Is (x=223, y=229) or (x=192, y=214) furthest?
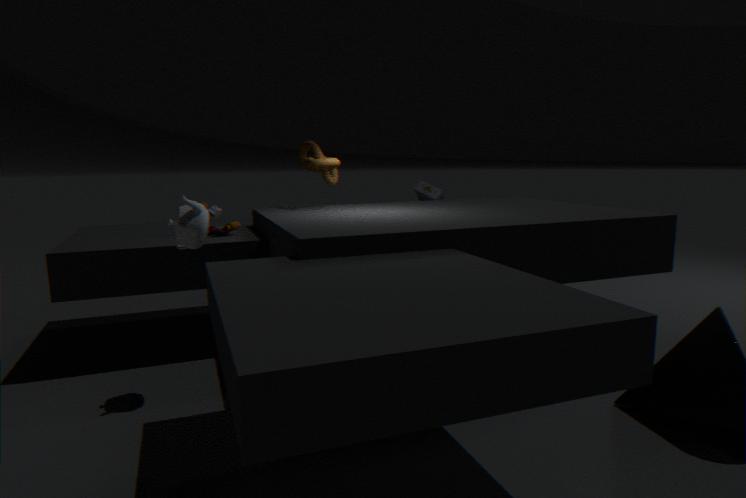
(x=223, y=229)
